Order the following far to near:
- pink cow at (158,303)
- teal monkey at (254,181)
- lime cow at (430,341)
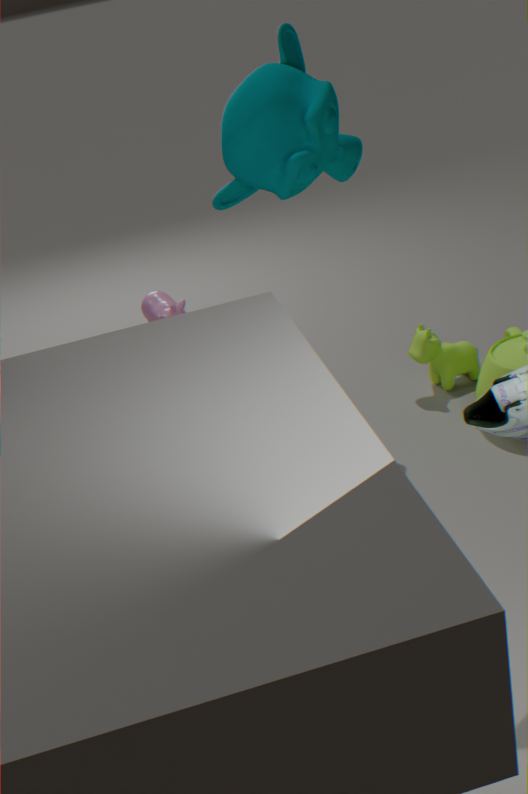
1. lime cow at (430,341)
2. pink cow at (158,303)
3. teal monkey at (254,181)
